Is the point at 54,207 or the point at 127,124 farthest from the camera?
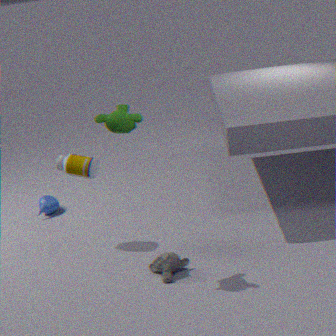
the point at 54,207
